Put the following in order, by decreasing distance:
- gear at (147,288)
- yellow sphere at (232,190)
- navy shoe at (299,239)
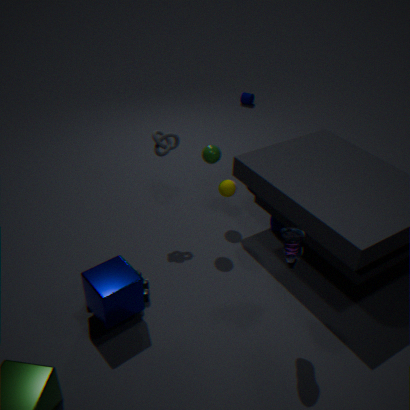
yellow sphere at (232,190)
gear at (147,288)
navy shoe at (299,239)
